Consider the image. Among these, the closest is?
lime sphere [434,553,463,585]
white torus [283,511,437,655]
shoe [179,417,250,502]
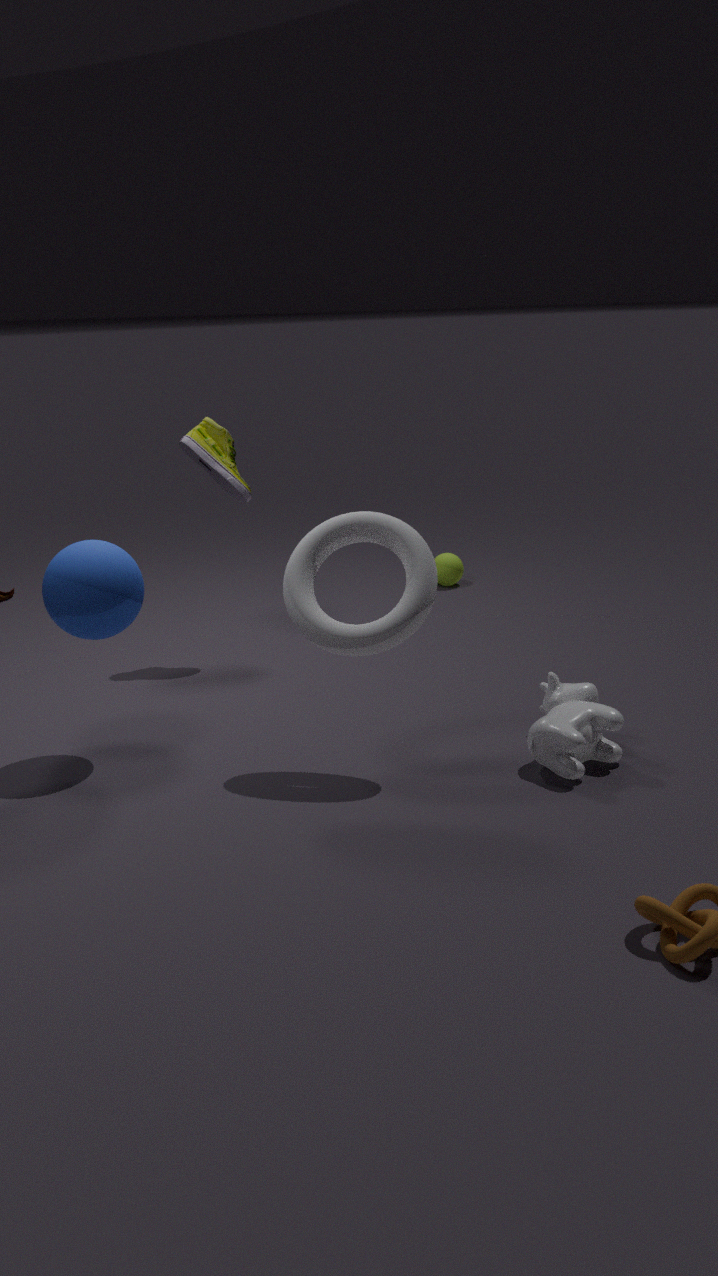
white torus [283,511,437,655]
